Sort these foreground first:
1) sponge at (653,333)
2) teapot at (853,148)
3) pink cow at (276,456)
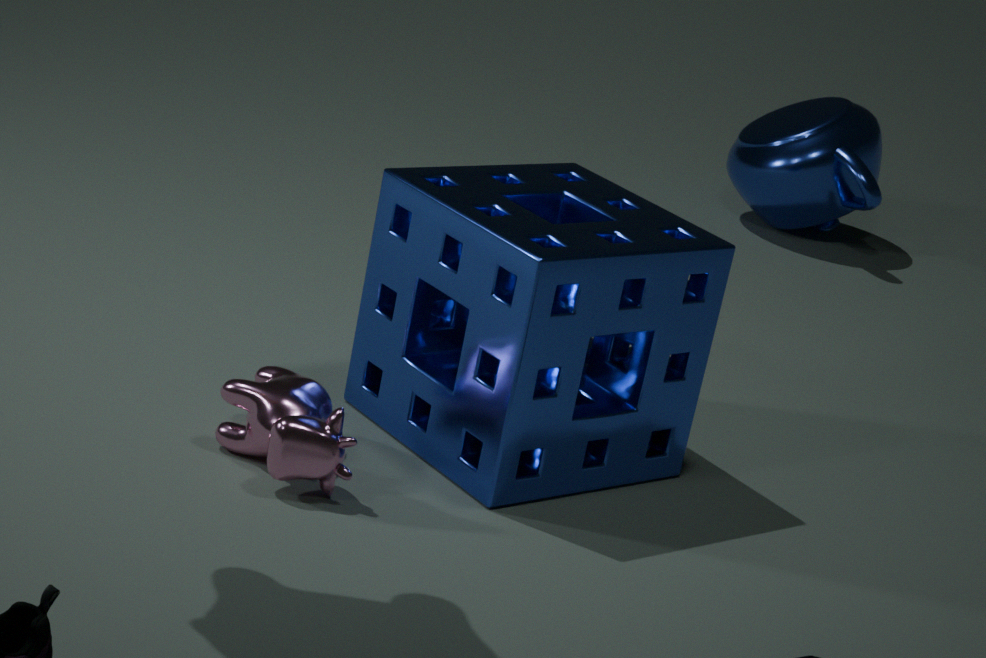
3. pink cow at (276,456) < 1. sponge at (653,333) < 2. teapot at (853,148)
